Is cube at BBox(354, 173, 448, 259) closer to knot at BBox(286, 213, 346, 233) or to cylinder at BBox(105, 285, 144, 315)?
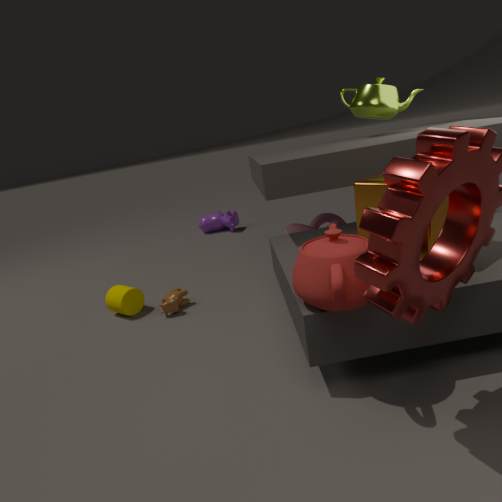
knot at BBox(286, 213, 346, 233)
